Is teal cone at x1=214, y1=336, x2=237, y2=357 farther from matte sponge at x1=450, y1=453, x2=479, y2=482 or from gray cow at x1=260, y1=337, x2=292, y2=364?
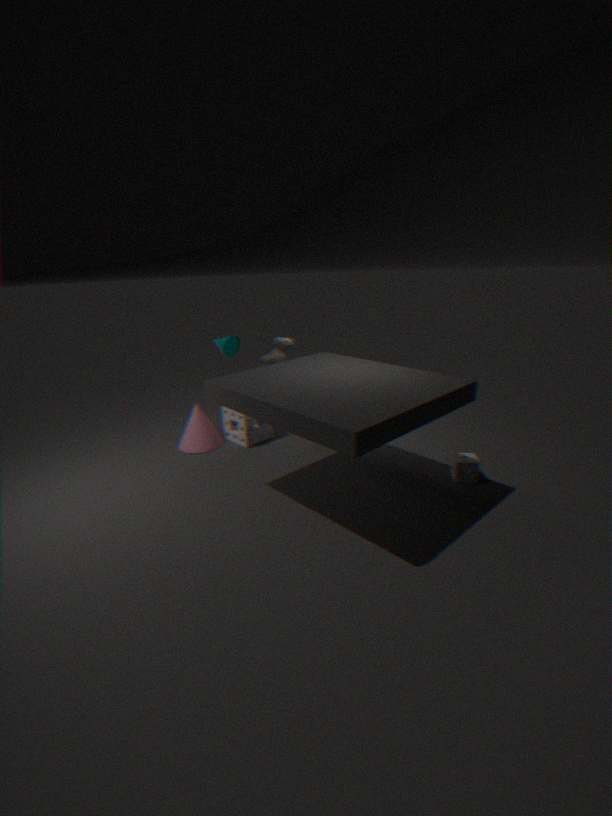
matte sponge at x1=450, y1=453, x2=479, y2=482
